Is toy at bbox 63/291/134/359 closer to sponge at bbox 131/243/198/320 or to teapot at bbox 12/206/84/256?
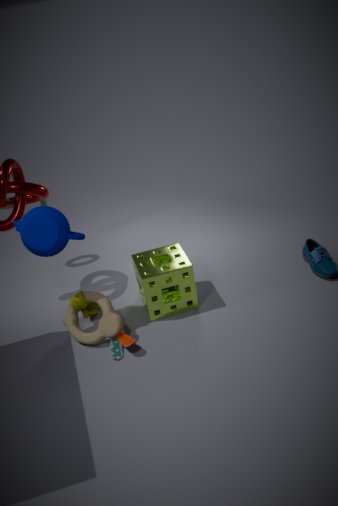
sponge at bbox 131/243/198/320
